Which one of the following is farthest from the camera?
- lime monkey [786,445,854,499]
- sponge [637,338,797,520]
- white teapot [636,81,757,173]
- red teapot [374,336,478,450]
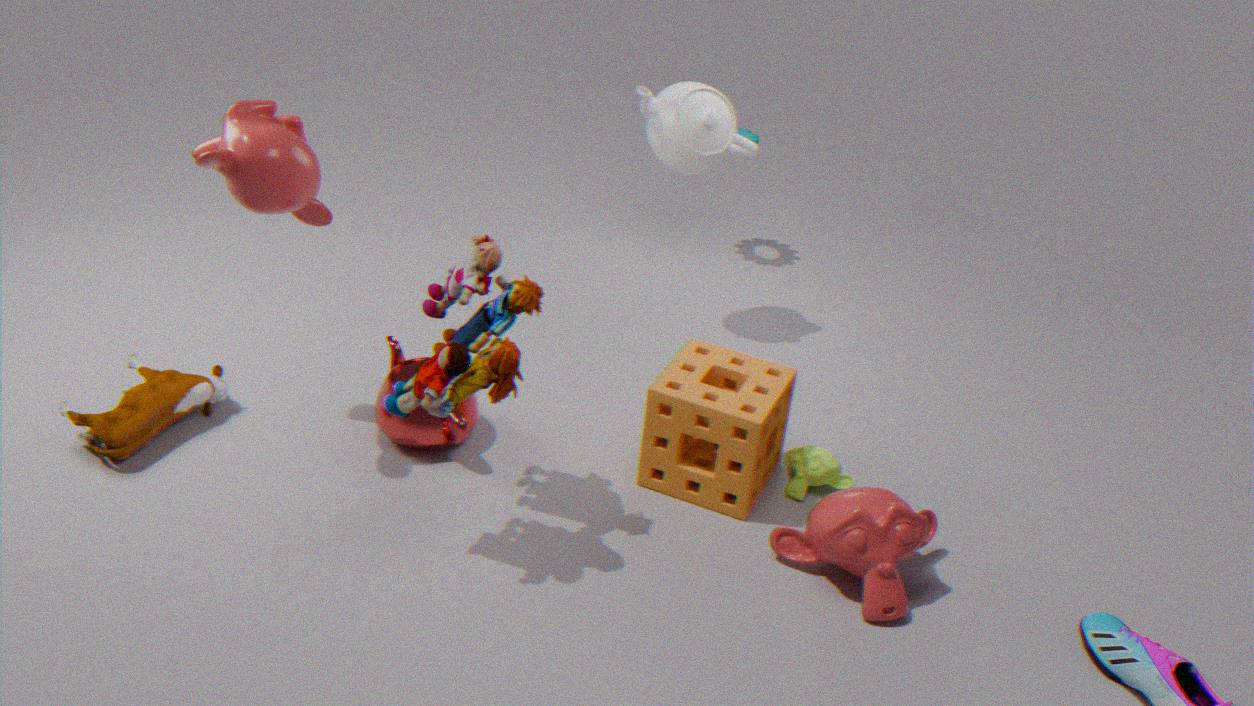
white teapot [636,81,757,173]
